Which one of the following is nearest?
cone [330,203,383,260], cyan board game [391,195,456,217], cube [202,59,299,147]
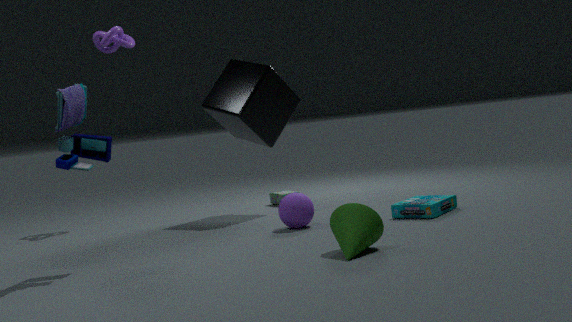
cone [330,203,383,260]
